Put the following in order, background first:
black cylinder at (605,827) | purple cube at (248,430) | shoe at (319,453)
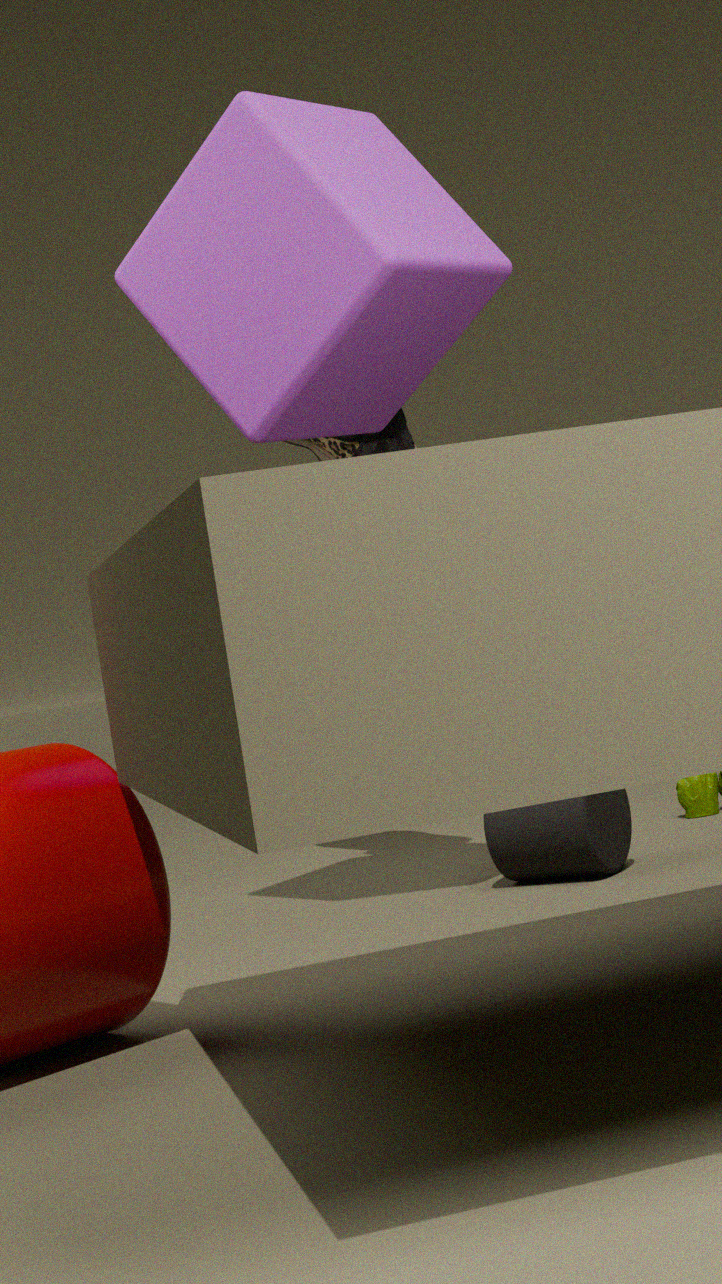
shoe at (319,453) → black cylinder at (605,827) → purple cube at (248,430)
